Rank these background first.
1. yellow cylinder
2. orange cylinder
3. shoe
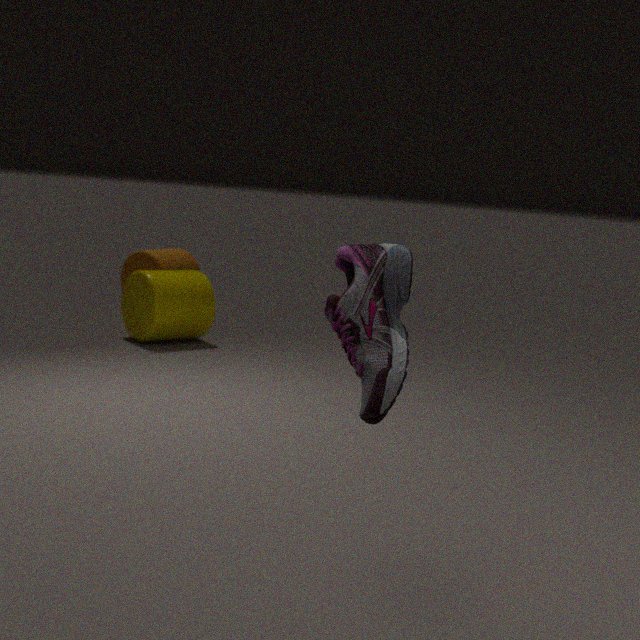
orange cylinder → yellow cylinder → shoe
